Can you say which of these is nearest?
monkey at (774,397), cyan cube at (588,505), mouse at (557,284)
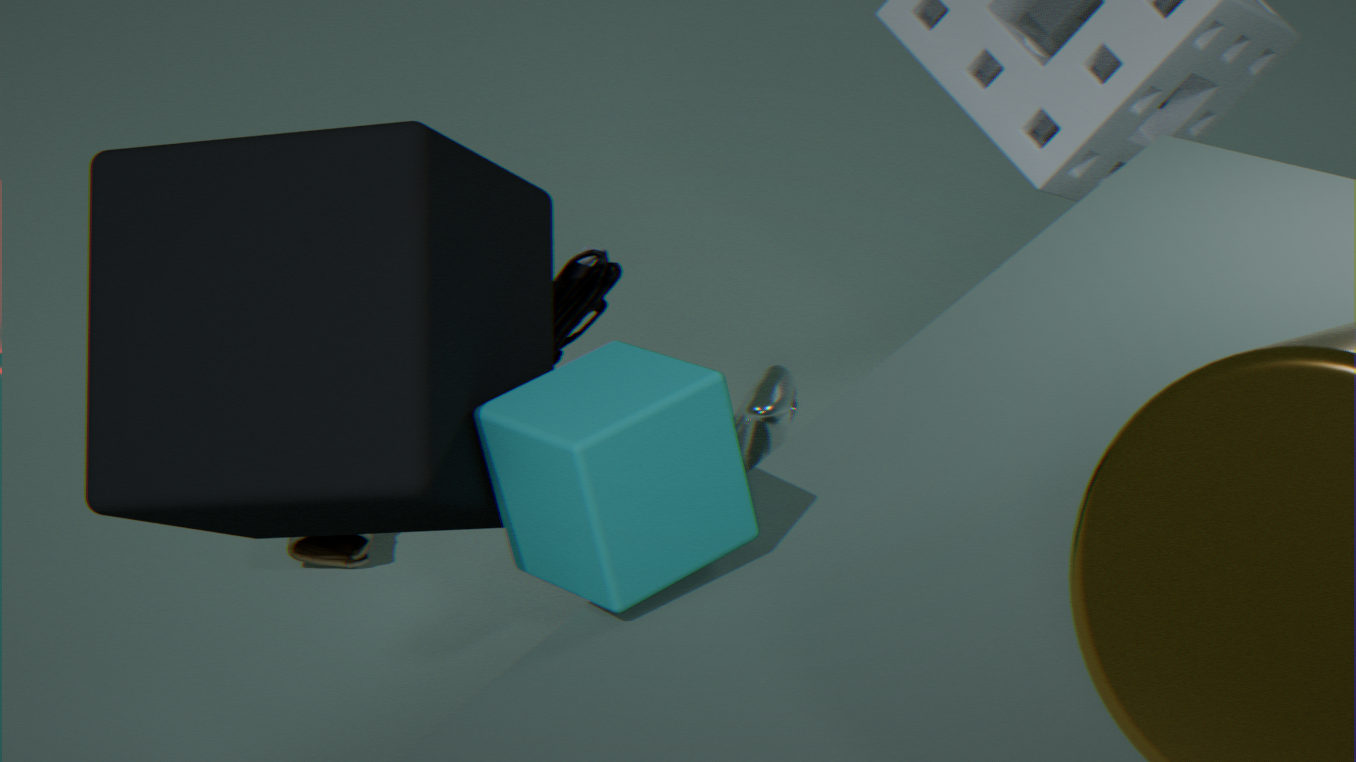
cyan cube at (588,505)
